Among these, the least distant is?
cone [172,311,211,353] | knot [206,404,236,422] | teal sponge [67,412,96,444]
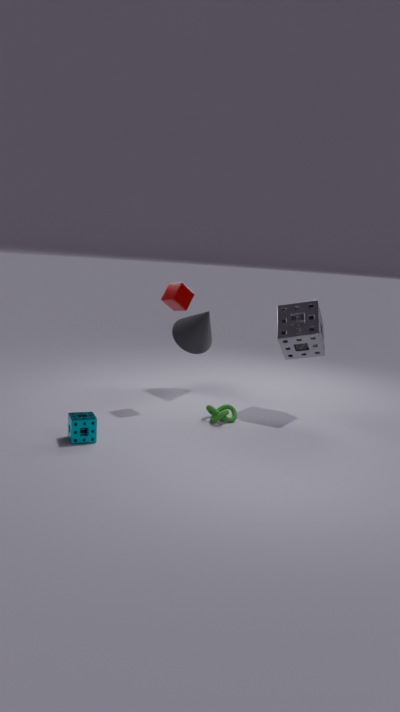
teal sponge [67,412,96,444]
